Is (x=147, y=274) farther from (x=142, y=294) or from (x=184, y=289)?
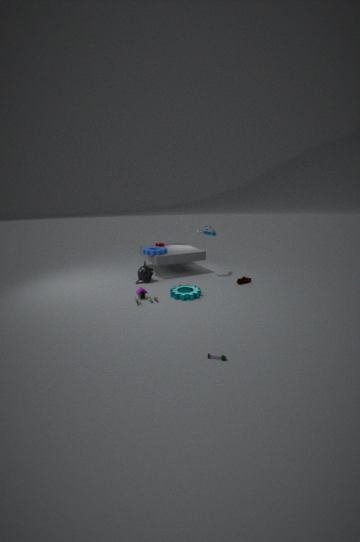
(x=184, y=289)
